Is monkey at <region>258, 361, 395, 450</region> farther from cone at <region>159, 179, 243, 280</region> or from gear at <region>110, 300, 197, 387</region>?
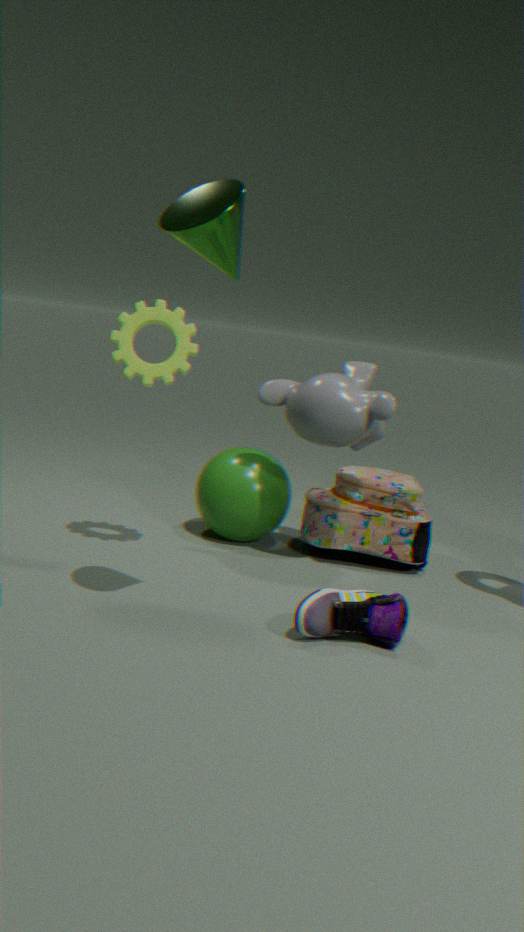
cone at <region>159, 179, 243, 280</region>
